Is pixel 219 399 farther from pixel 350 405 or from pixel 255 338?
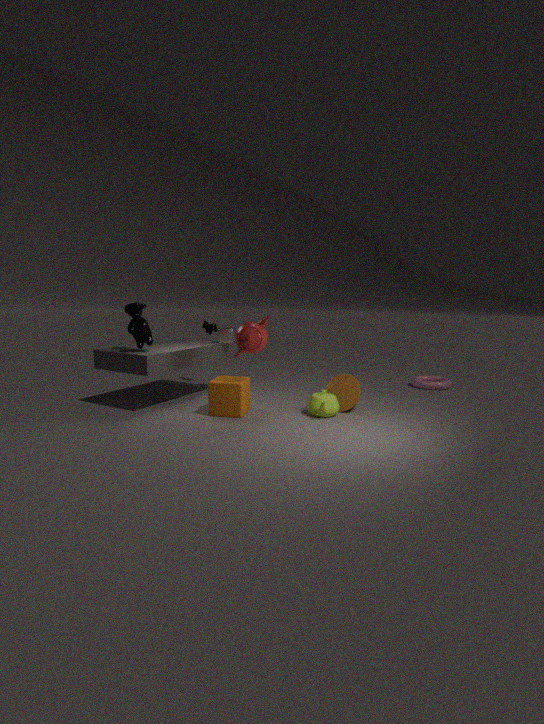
pixel 350 405
